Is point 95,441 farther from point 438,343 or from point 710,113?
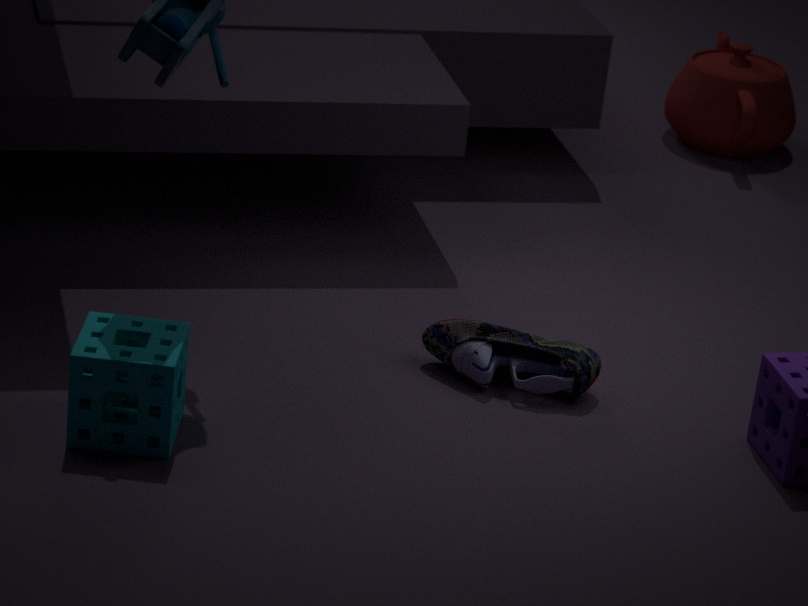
point 710,113
